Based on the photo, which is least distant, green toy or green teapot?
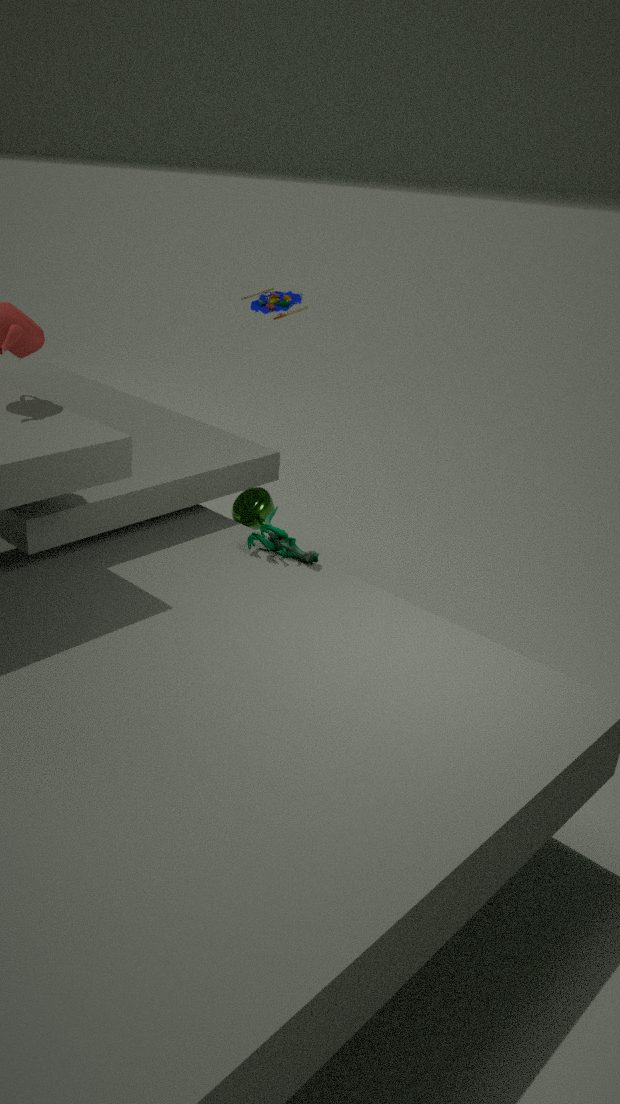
green toy
